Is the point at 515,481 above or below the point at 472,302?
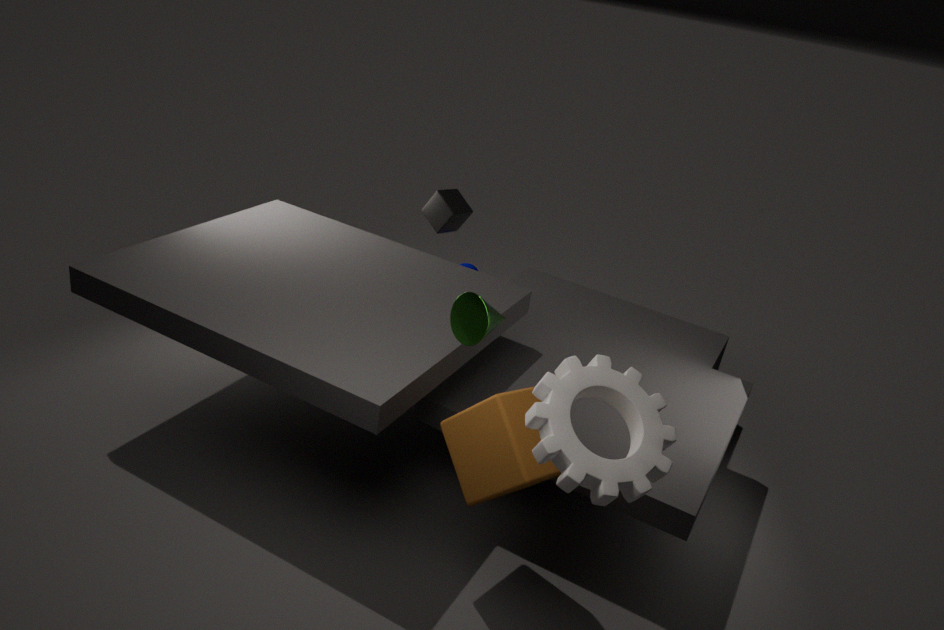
below
